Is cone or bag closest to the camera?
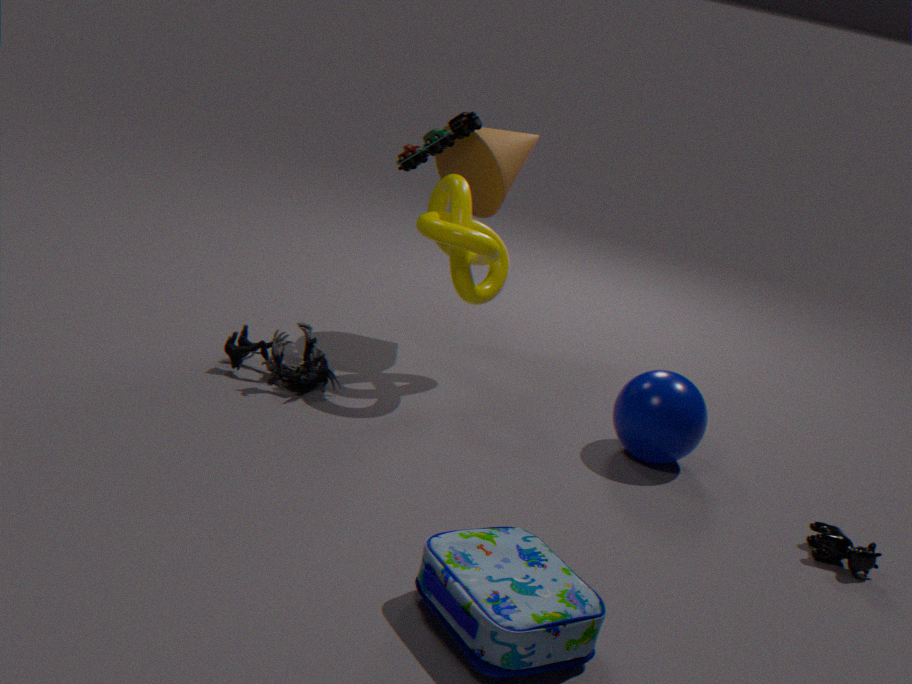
bag
